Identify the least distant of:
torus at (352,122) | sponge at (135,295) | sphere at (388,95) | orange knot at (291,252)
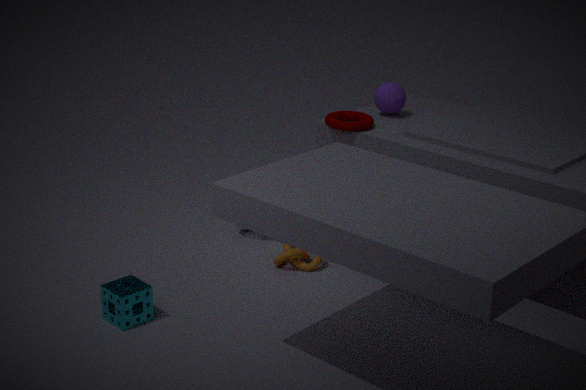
sponge at (135,295)
